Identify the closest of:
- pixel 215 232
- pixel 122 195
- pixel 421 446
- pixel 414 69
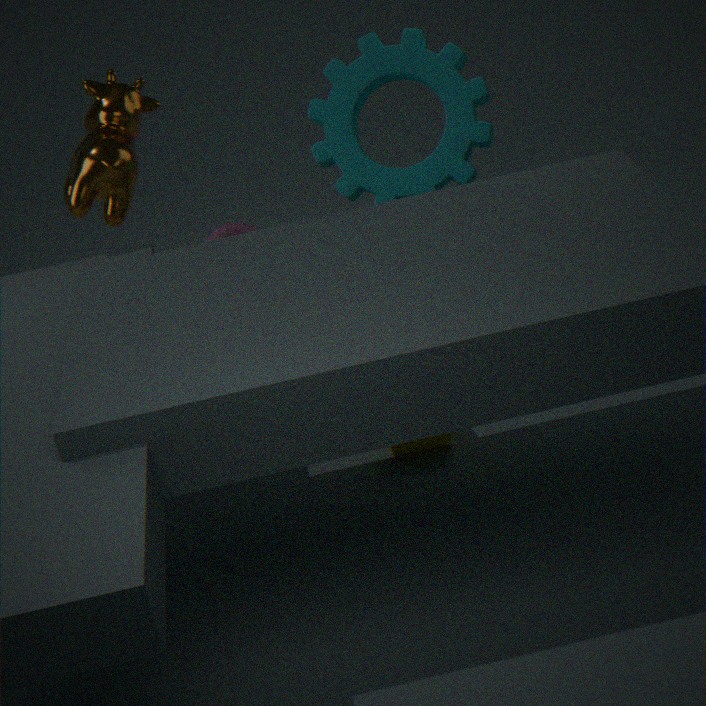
pixel 421 446
